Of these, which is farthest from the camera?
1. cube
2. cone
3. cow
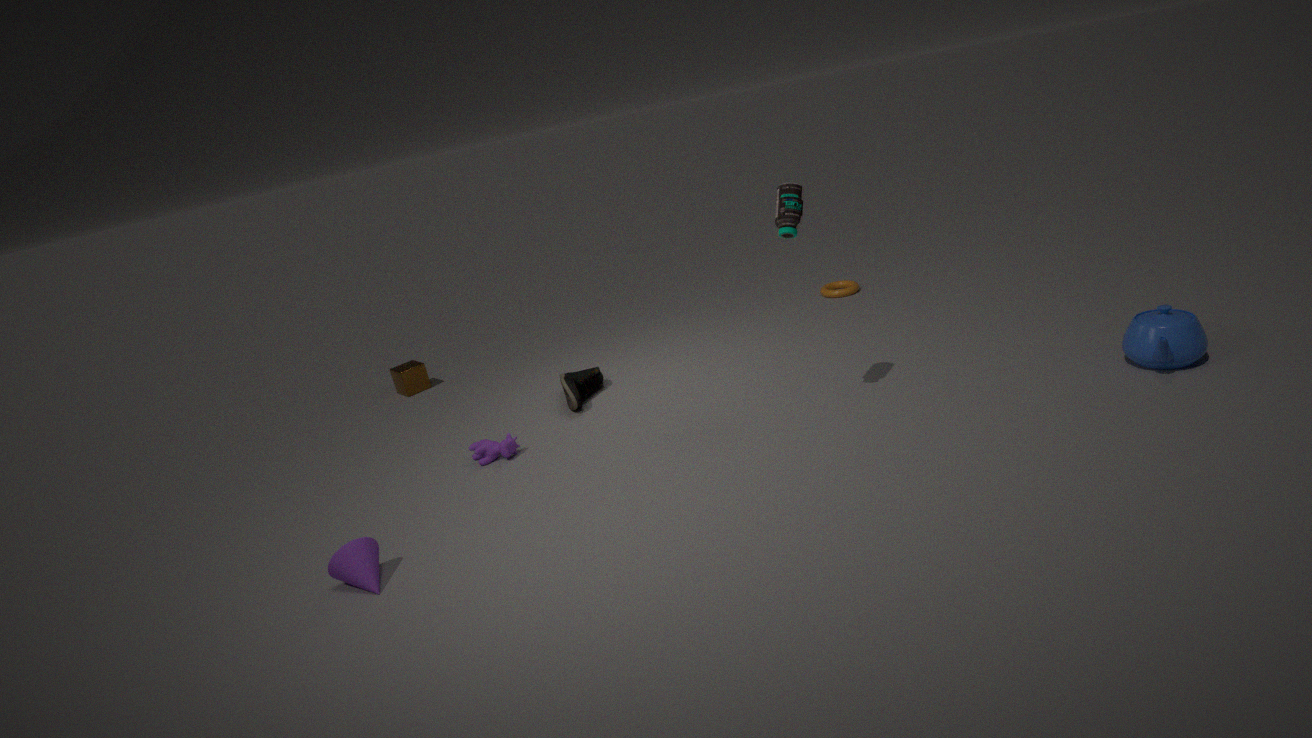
cube
